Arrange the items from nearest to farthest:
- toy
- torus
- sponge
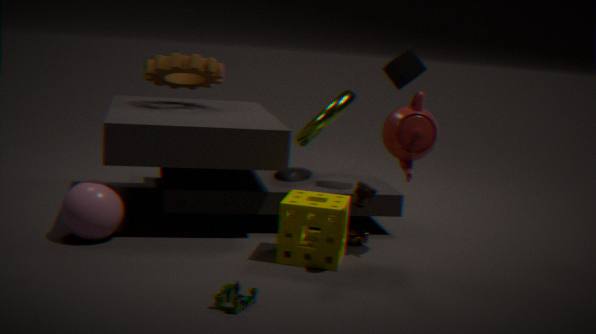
toy
sponge
torus
